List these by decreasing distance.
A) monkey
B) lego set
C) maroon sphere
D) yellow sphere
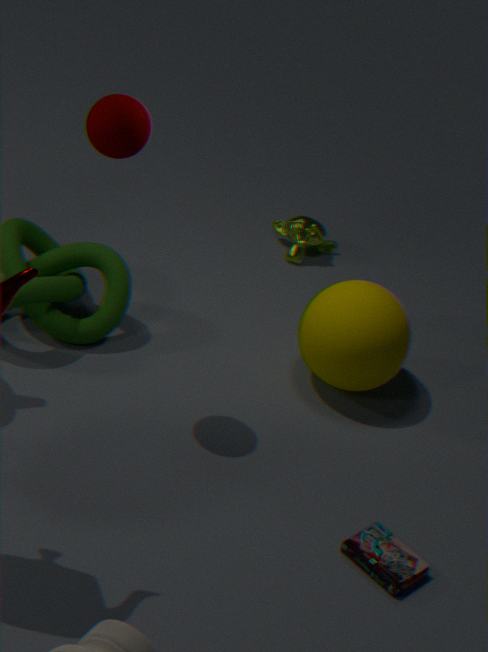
monkey, yellow sphere, maroon sphere, lego set
